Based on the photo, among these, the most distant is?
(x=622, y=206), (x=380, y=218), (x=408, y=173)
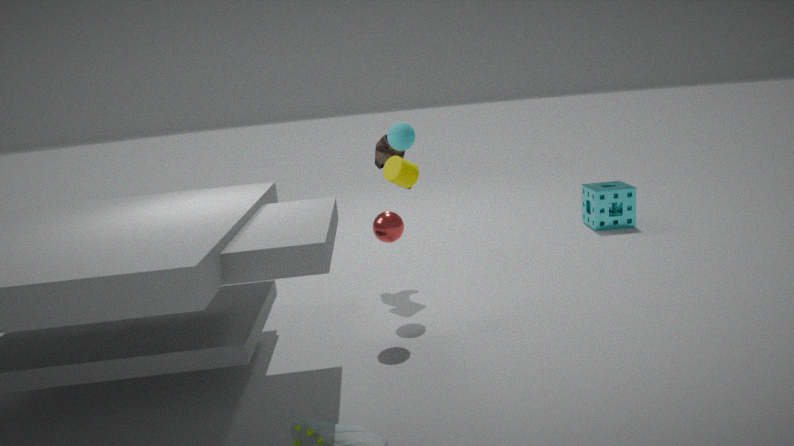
(x=622, y=206)
